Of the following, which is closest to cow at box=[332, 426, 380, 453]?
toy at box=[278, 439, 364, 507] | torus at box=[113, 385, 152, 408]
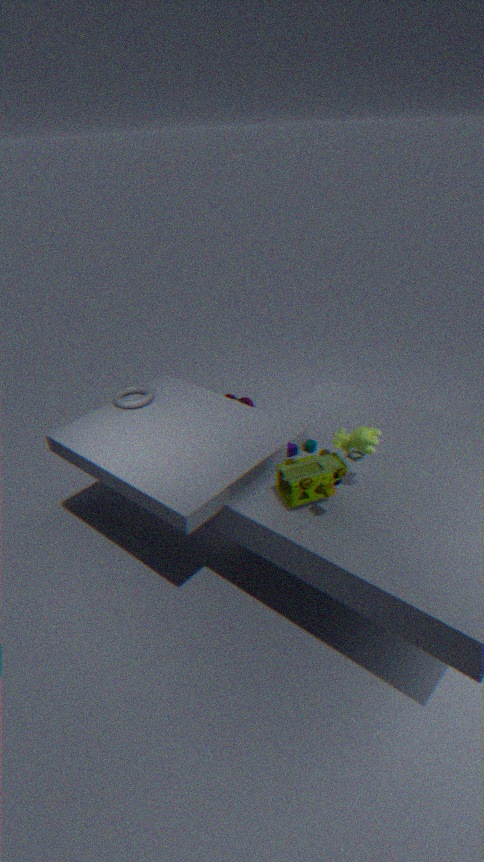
toy at box=[278, 439, 364, 507]
